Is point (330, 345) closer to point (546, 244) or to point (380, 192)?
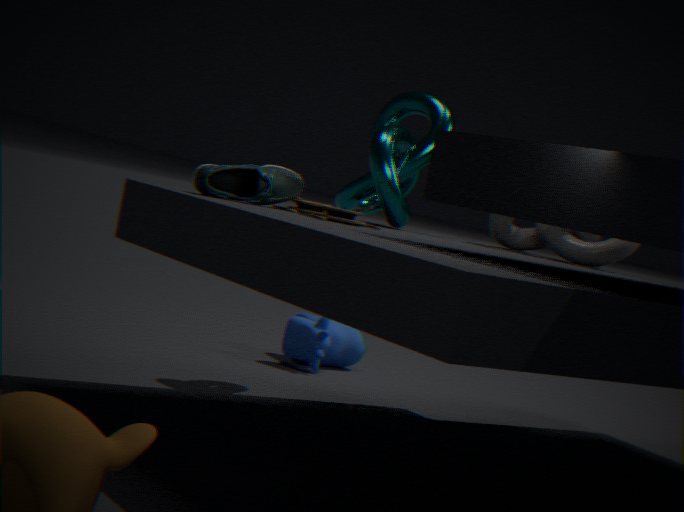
point (380, 192)
